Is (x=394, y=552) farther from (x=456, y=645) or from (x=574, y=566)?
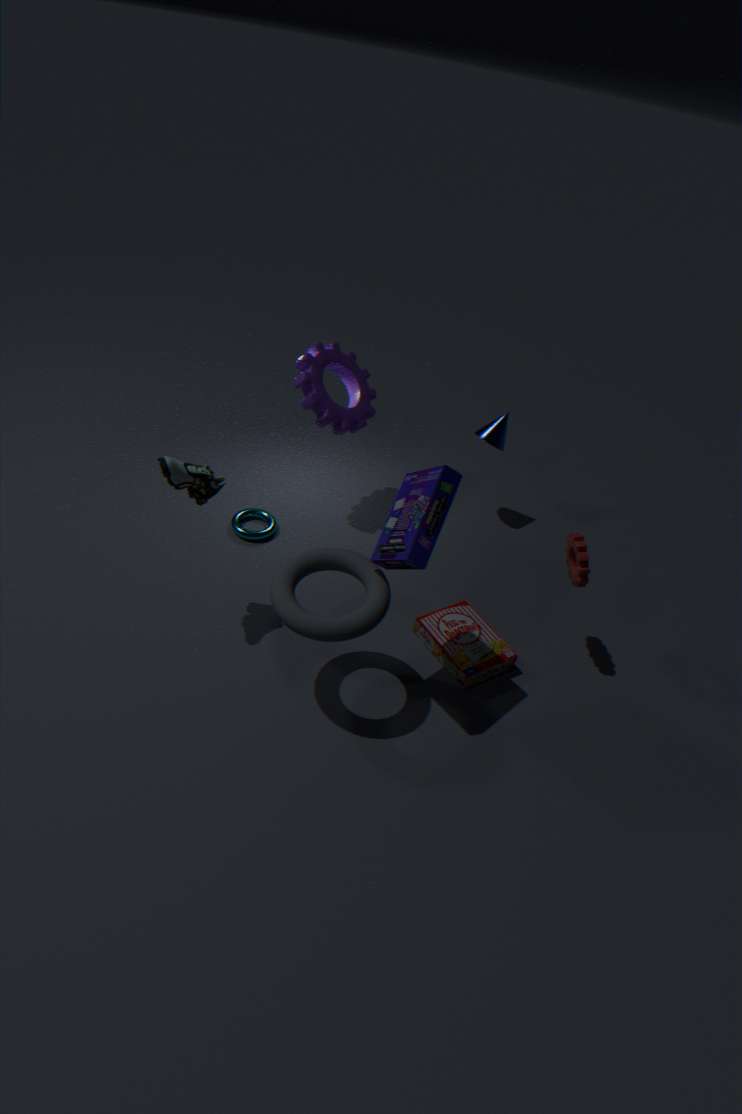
(x=574, y=566)
